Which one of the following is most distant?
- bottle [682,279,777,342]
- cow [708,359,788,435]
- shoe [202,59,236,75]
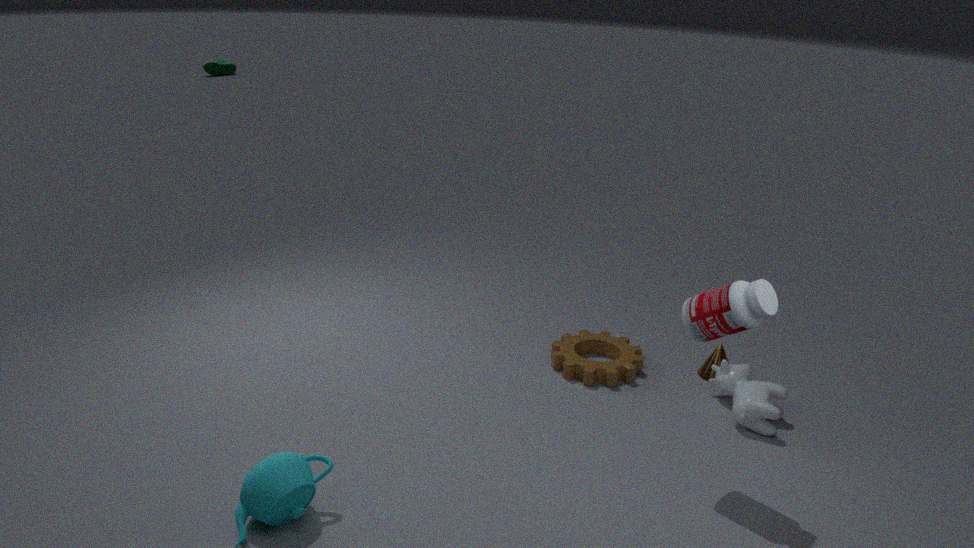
shoe [202,59,236,75]
